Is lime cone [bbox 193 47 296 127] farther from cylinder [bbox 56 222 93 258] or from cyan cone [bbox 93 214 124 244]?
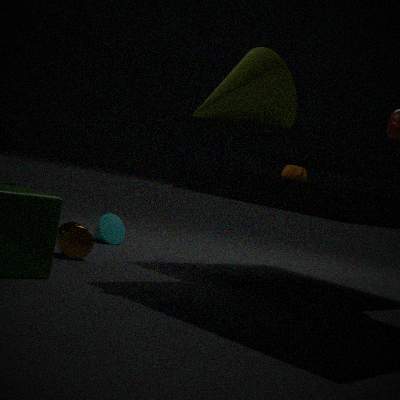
cyan cone [bbox 93 214 124 244]
